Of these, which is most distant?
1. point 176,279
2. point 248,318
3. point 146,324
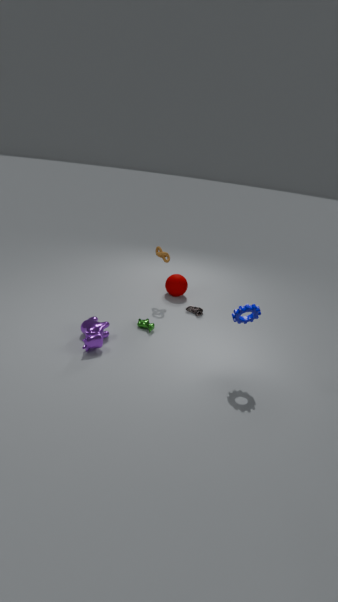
point 176,279
